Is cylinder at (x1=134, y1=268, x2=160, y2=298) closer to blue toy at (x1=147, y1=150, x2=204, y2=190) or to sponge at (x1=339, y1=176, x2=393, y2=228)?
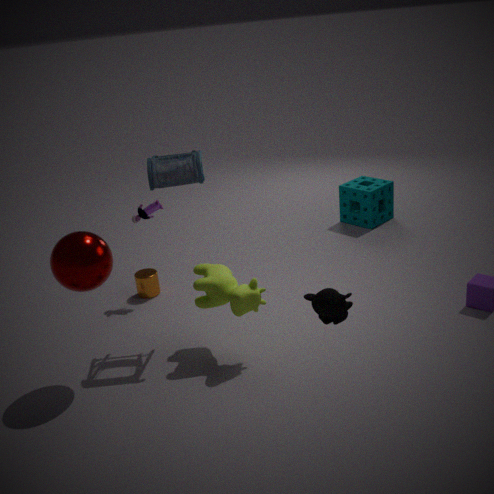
blue toy at (x1=147, y1=150, x2=204, y2=190)
